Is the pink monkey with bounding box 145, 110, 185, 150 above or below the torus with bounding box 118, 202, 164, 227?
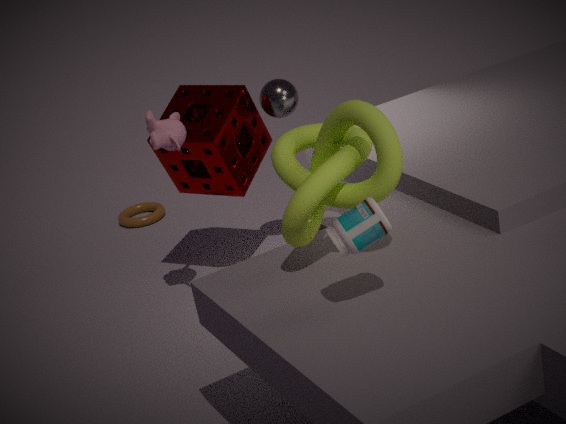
above
